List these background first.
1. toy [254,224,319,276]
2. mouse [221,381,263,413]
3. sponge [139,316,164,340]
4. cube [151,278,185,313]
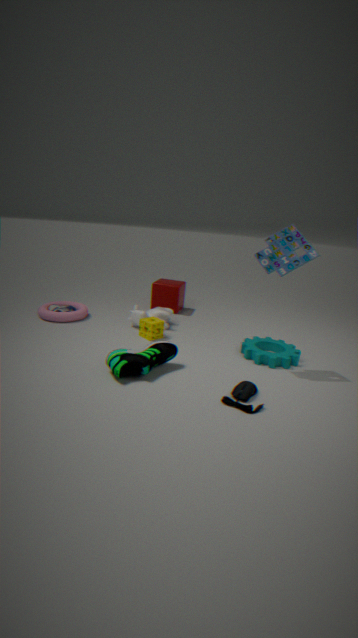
1. cube [151,278,185,313]
2. sponge [139,316,164,340]
3. toy [254,224,319,276]
4. mouse [221,381,263,413]
